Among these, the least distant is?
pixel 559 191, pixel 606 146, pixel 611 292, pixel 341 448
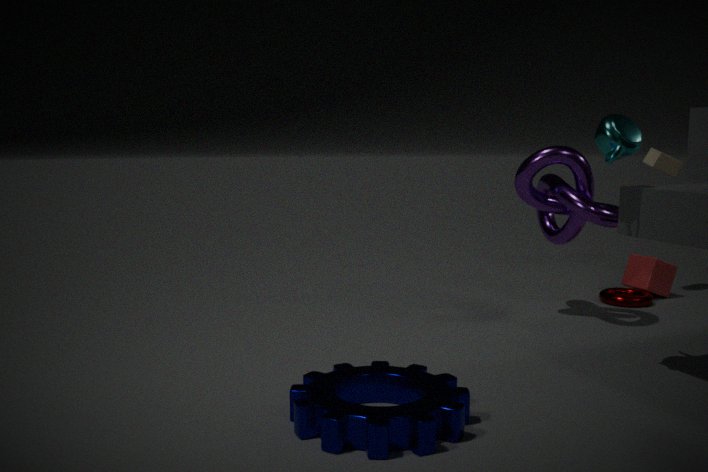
pixel 341 448
